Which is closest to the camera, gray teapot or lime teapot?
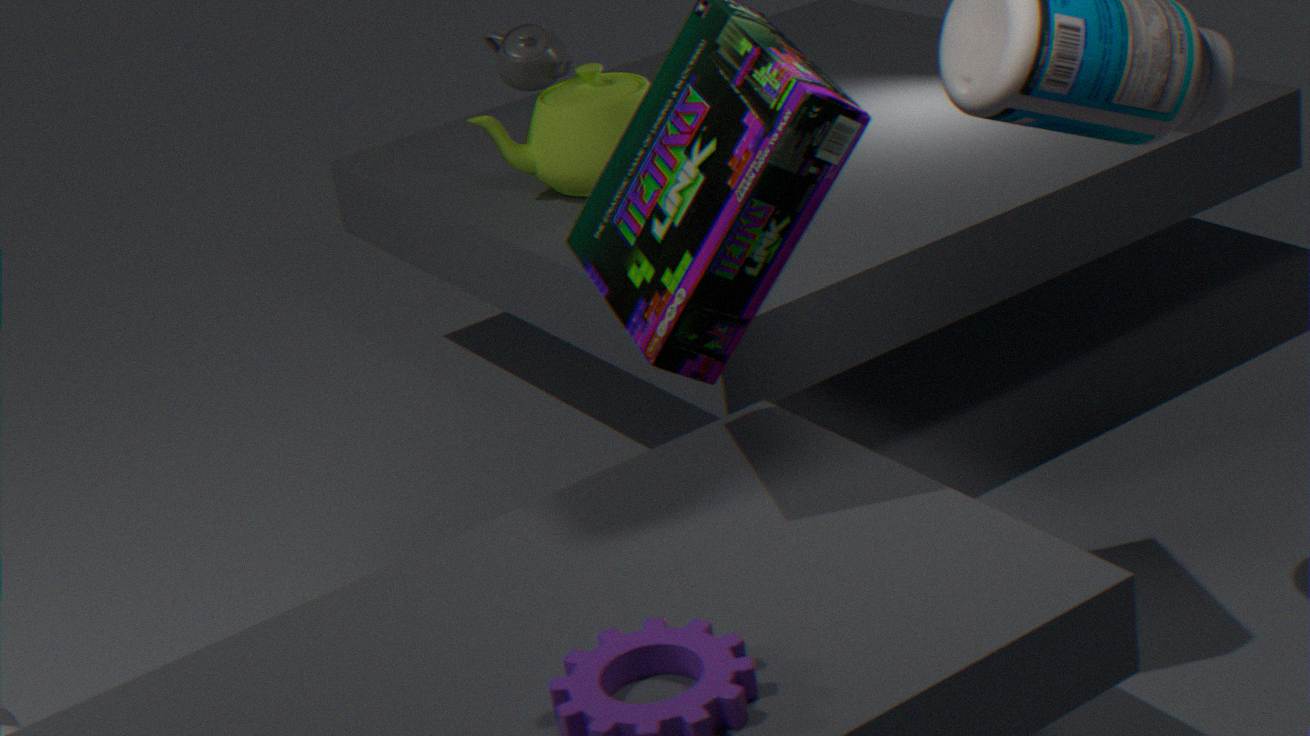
lime teapot
